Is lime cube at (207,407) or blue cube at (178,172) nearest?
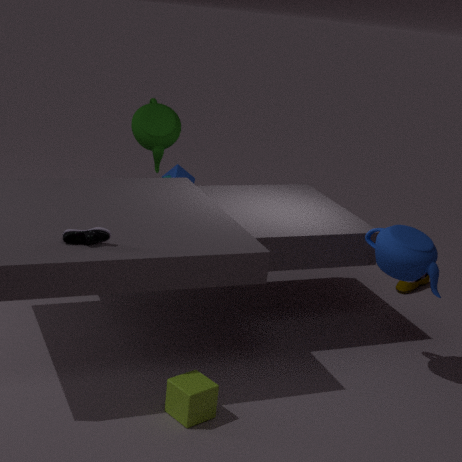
lime cube at (207,407)
